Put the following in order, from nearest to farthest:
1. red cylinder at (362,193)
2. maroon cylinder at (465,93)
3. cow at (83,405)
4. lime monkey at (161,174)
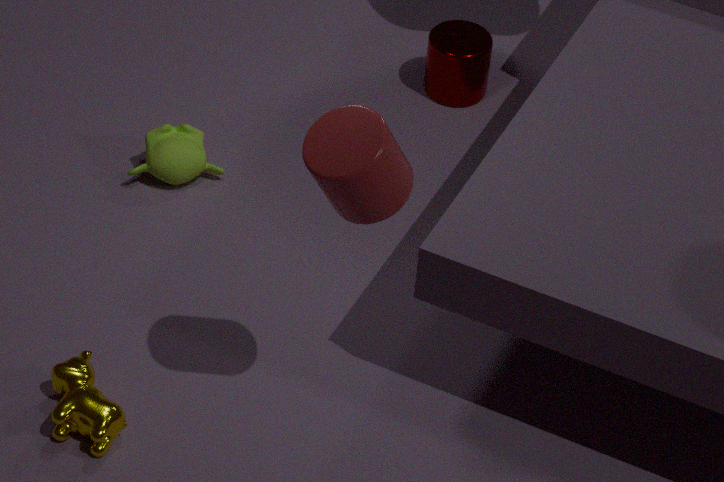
red cylinder at (362,193), cow at (83,405), lime monkey at (161,174), maroon cylinder at (465,93)
